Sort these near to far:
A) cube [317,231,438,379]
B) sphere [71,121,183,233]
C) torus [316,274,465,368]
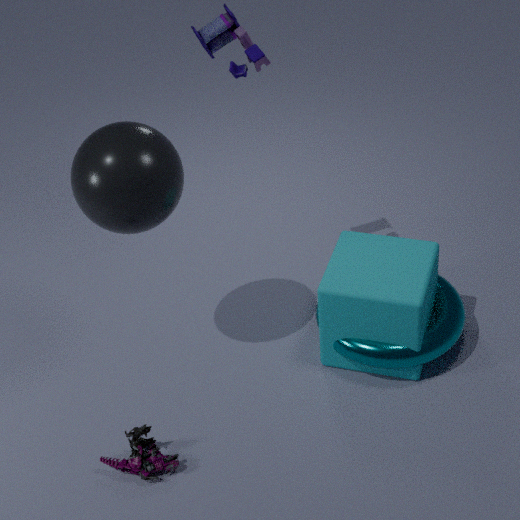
1. sphere [71,121,183,233]
2. cube [317,231,438,379]
3. torus [316,274,465,368]
